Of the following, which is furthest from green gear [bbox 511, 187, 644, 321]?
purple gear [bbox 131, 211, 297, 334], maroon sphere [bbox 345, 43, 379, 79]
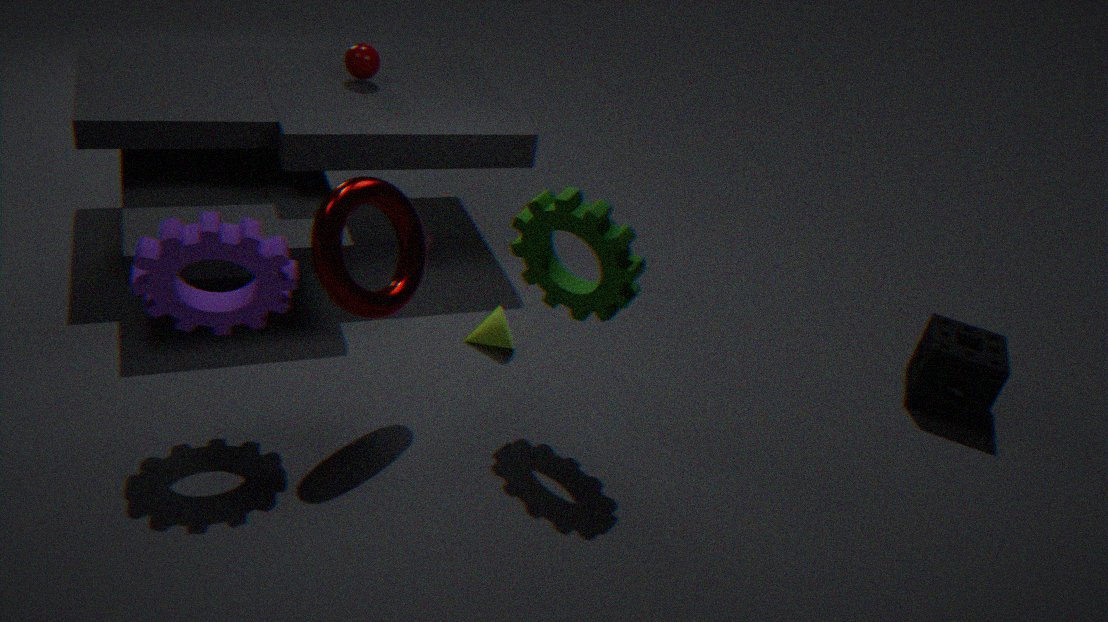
maroon sphere [bbox 345, 43, 379, 79]
